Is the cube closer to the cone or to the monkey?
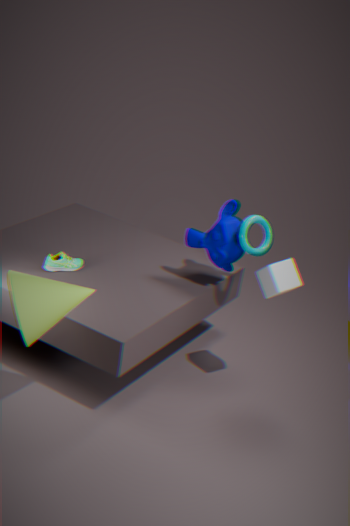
the monkey
